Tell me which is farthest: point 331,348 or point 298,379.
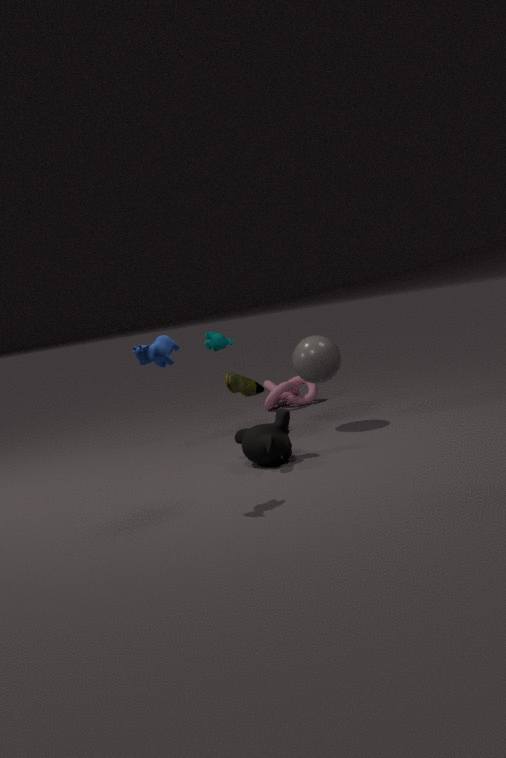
point 298,379
